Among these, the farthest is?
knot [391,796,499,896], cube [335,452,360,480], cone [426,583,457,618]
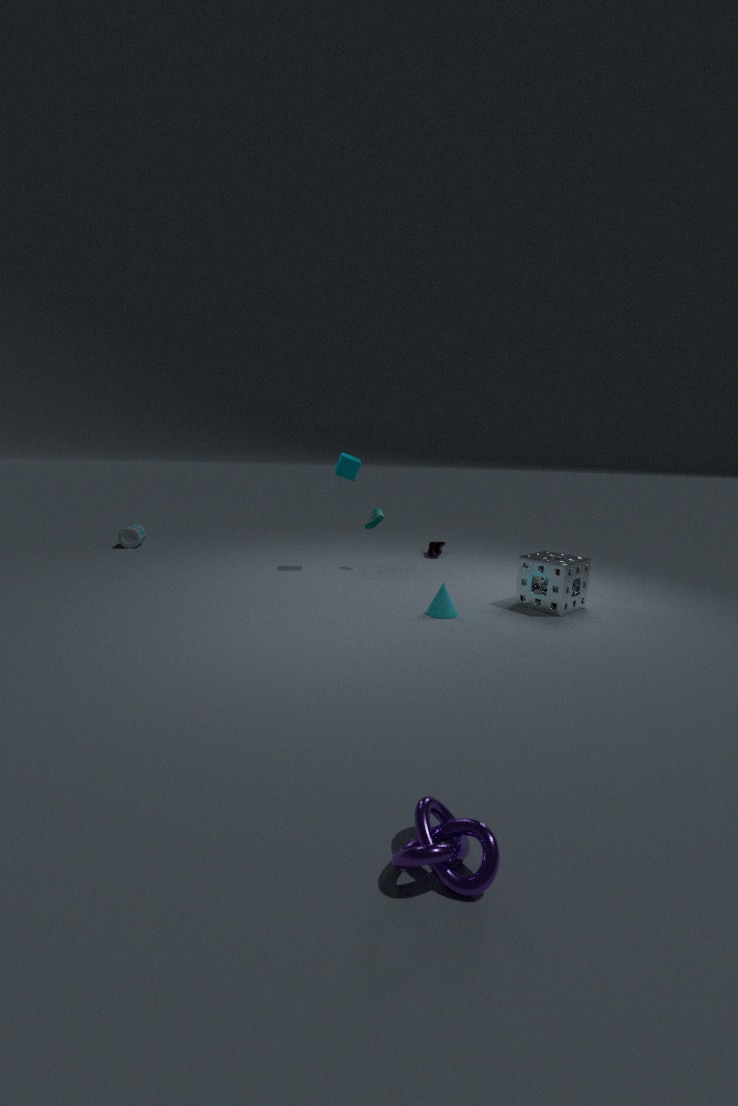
cube [335,452,360,480]
